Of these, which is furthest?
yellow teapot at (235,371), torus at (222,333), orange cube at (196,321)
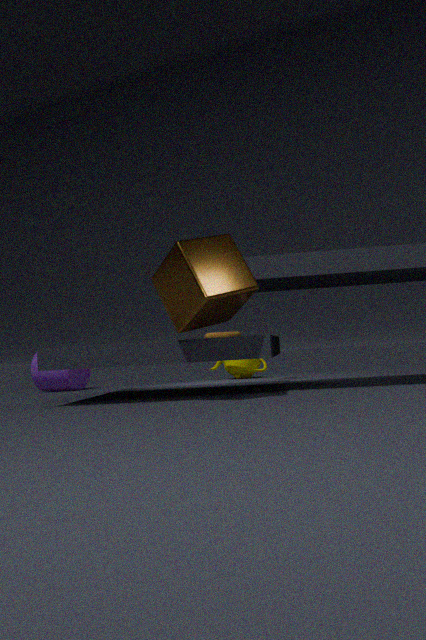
yellow teapot at (235,371)
